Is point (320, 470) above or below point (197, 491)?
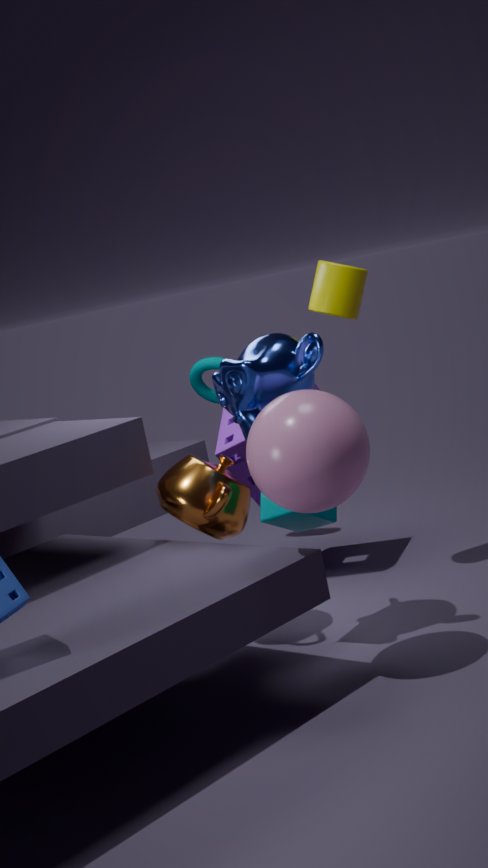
above
